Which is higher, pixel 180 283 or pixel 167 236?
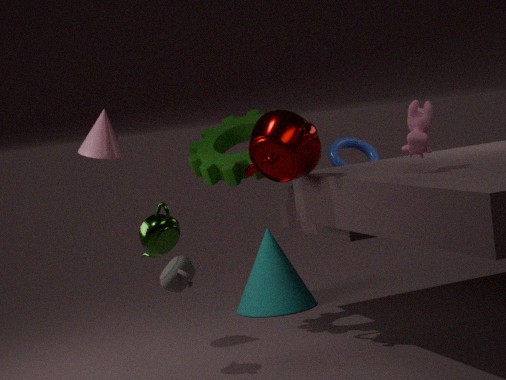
pixel 167 236
